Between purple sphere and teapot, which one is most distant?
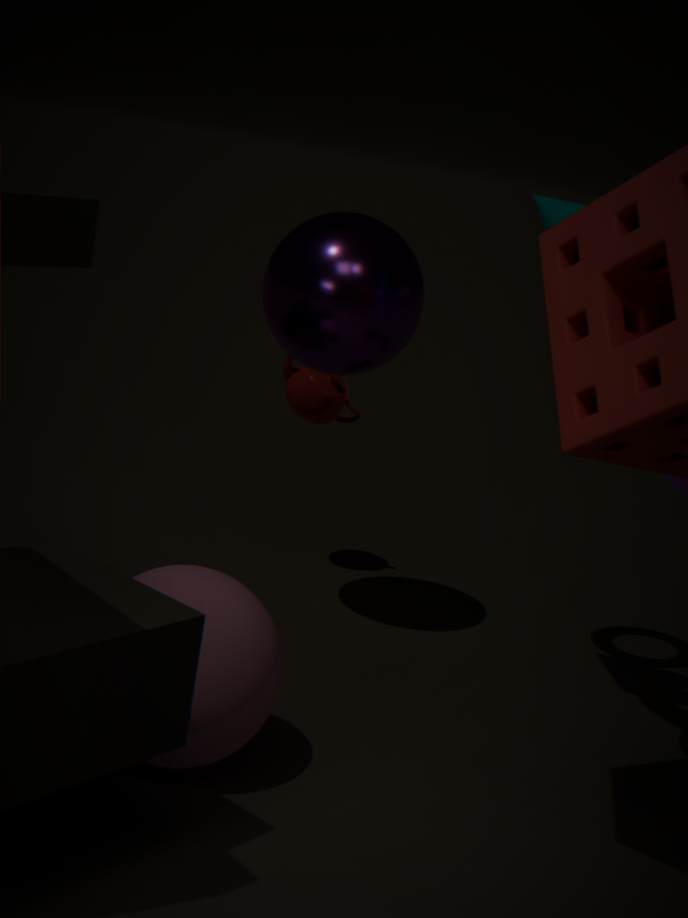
teapot
